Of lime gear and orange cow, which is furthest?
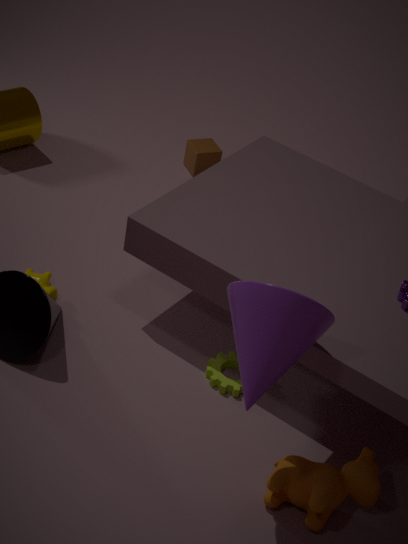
lime gear
